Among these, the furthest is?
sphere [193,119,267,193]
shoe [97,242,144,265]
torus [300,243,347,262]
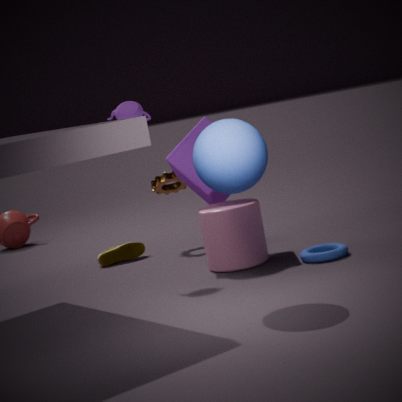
shoe [97,242,144,265]
